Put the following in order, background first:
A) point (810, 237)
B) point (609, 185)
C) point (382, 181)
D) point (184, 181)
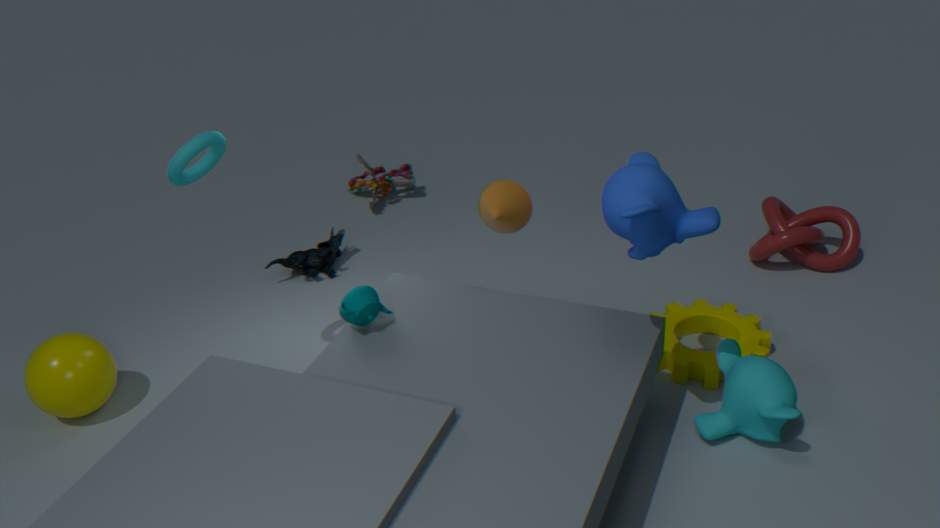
point (382, 181)
point (810, 237)
point (184, 181)
point (609, 185)
